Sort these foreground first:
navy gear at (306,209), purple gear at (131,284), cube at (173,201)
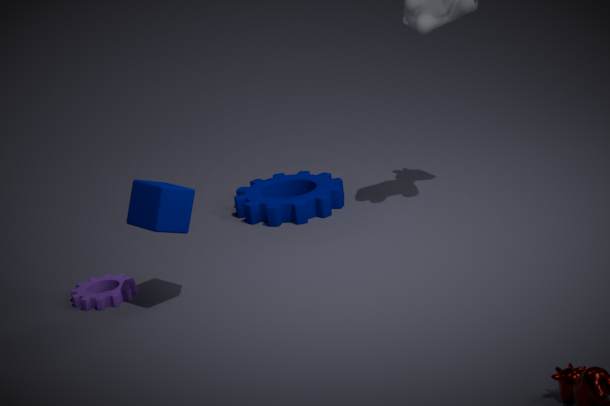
1. cube at (173,201)
2. purple gear at (131,284)
3. navy gear at (306,209)
